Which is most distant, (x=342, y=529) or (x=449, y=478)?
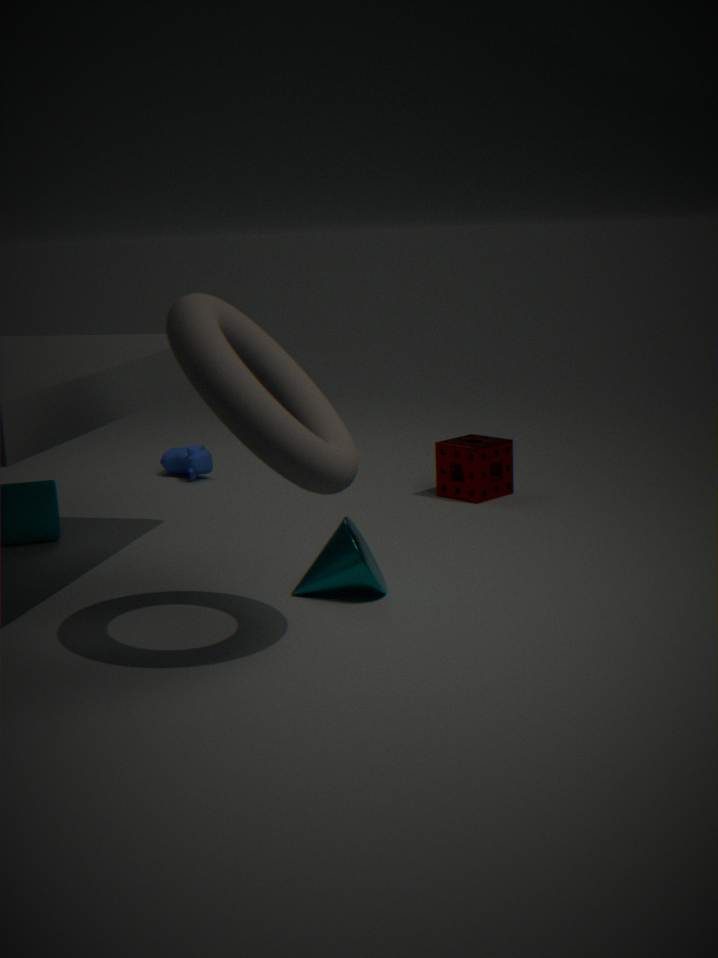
(x=449, y=478)
